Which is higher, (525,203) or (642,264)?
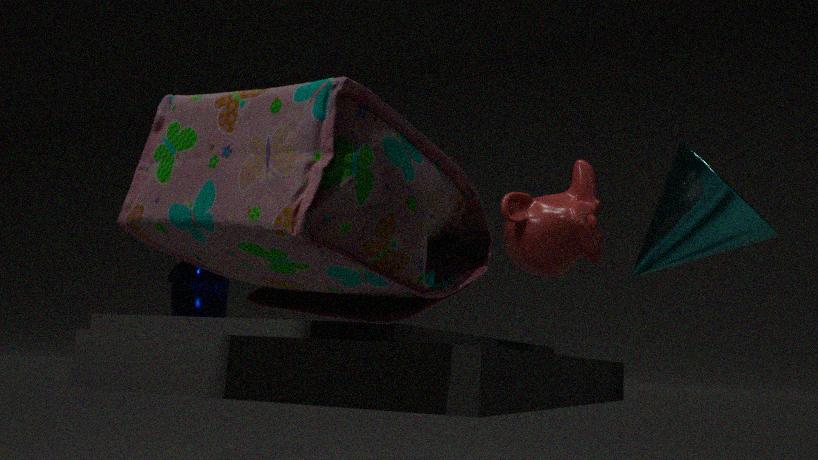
(642,264)
